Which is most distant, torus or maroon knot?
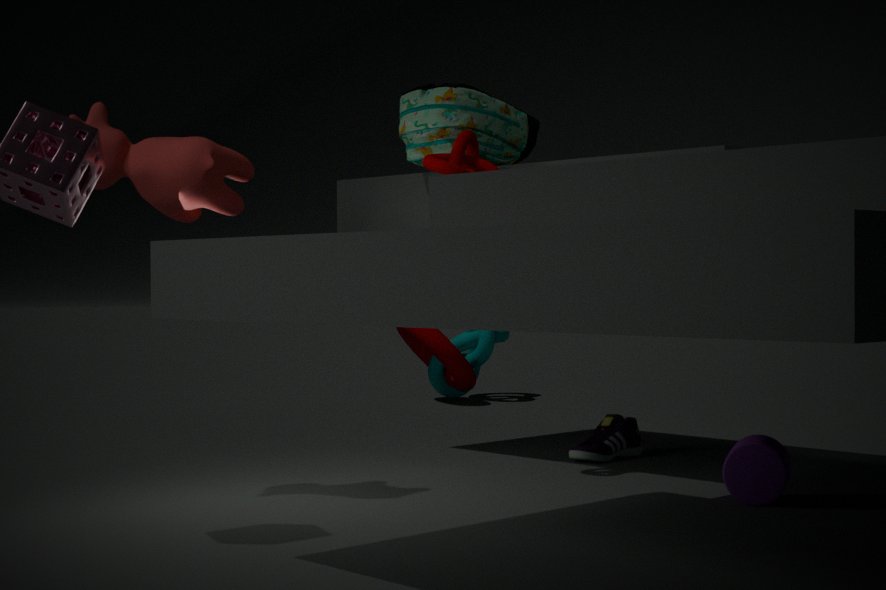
torus
